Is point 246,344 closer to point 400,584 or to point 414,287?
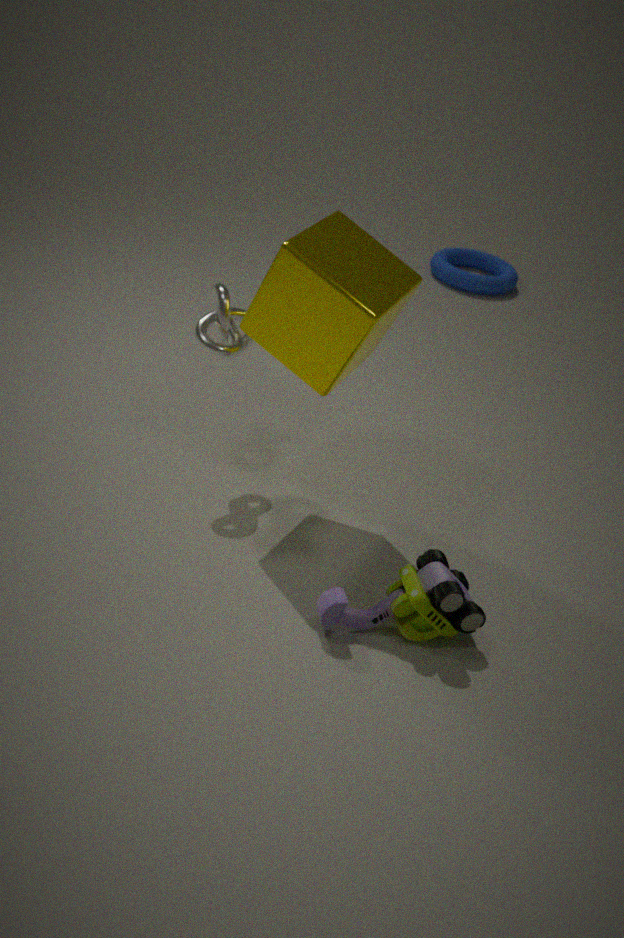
point 414,287
